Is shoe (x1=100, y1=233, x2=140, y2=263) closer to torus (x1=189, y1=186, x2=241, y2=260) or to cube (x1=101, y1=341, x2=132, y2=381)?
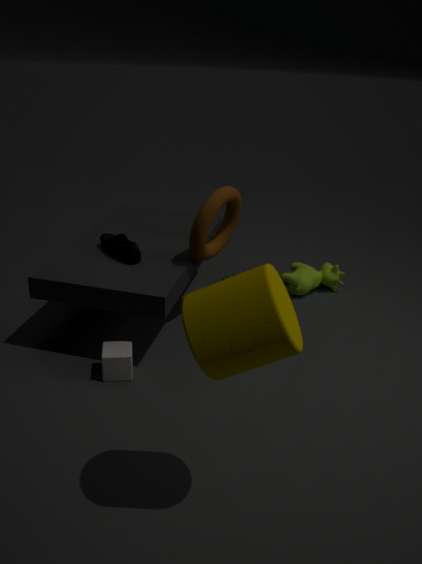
torus (x1=189, y1=186, x2=241, y2=260)
